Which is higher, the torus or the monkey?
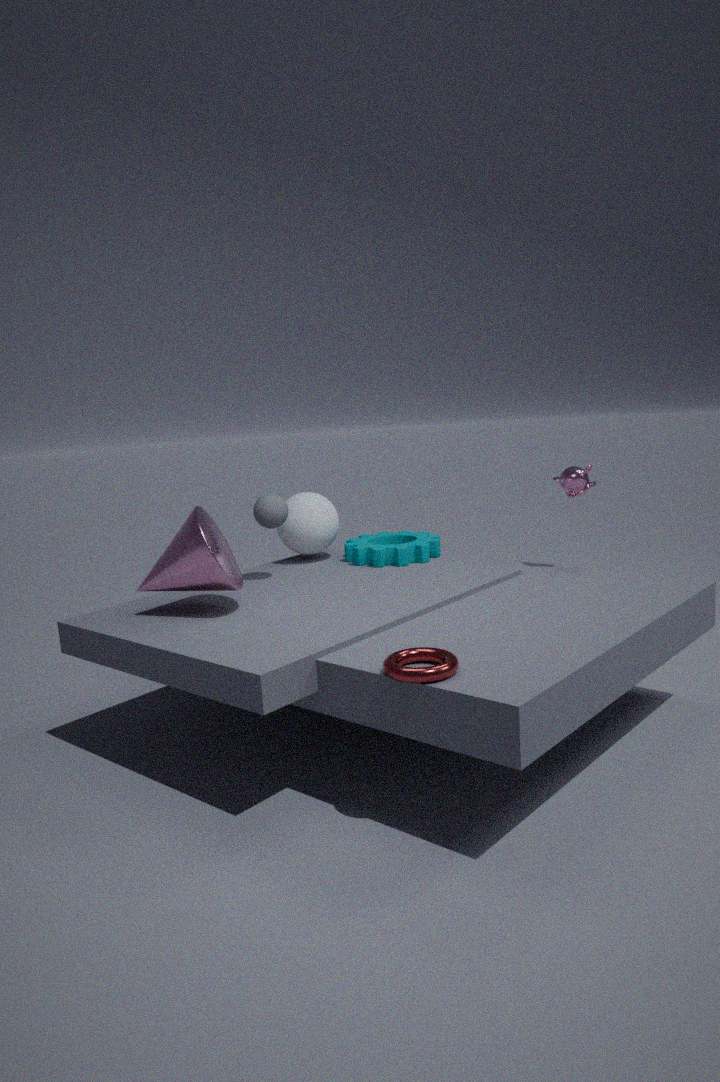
the monkey
